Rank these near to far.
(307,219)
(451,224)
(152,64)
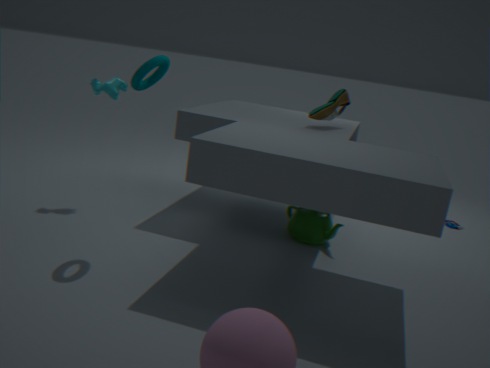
1. (152,64)
2. (307,219)
3. (451,224)
